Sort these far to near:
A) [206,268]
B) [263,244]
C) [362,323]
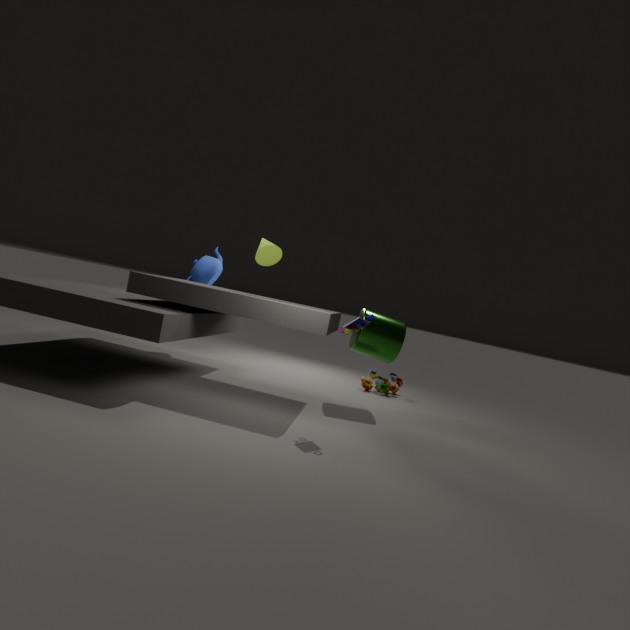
1. [206,268]
2. [263,244]
3. [362,323]
